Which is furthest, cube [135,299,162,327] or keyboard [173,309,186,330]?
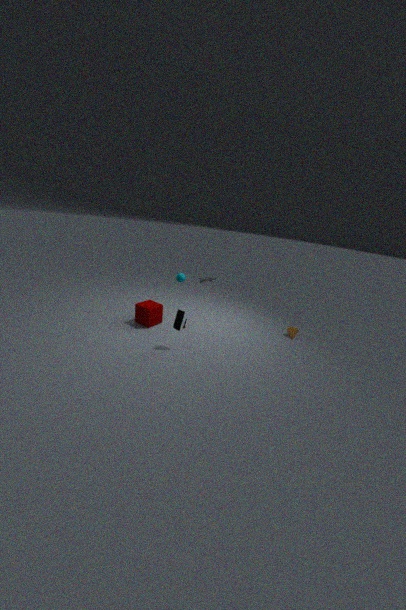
cube [135,299,162,327]
